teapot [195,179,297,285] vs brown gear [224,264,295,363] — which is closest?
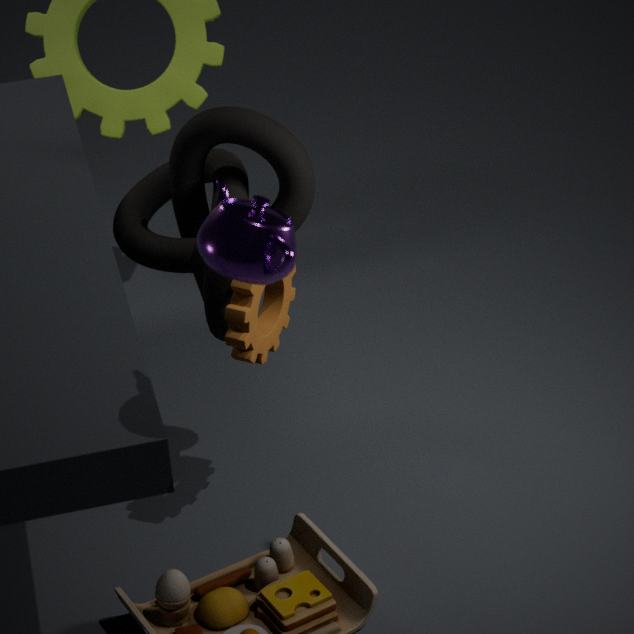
teapot [195,179,297,285]
